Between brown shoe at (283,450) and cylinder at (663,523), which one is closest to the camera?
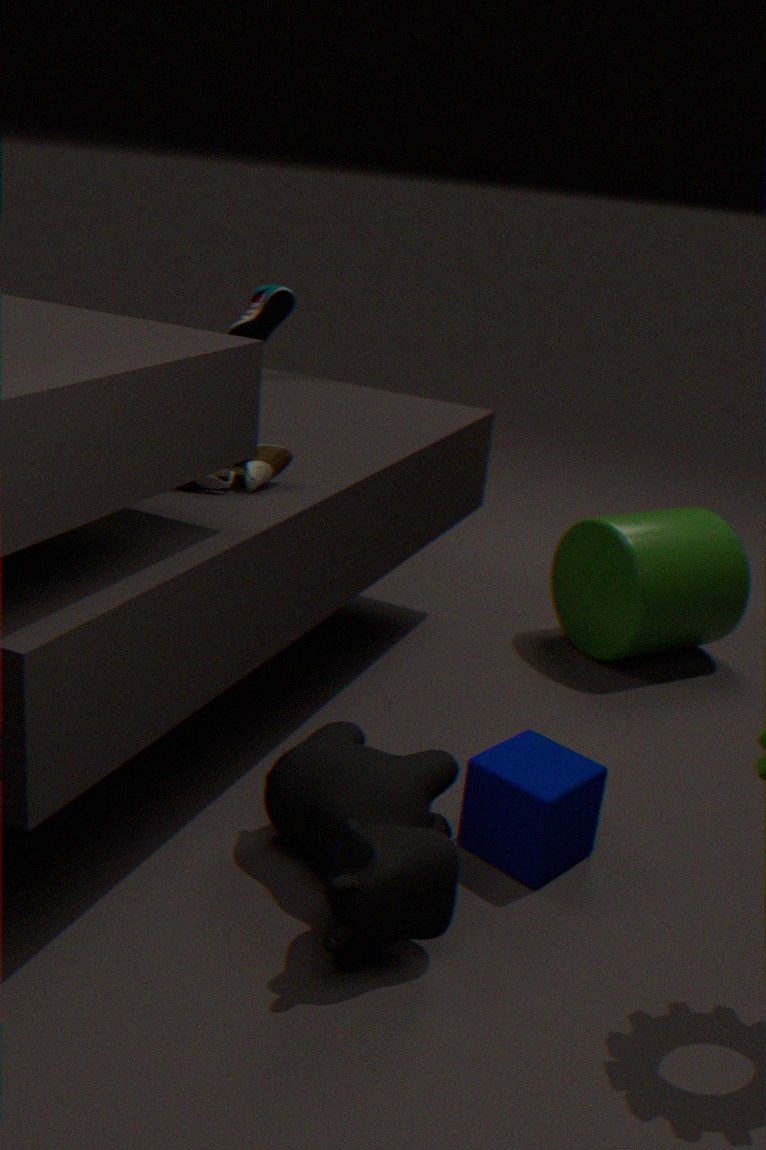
brown shoe at (283,450)
